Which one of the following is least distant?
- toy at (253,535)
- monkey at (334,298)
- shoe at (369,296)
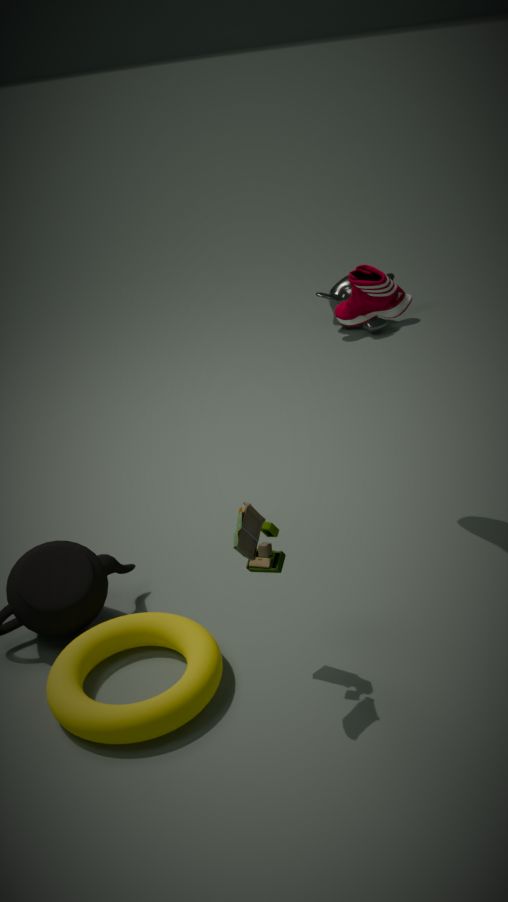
toy at (253,535)
